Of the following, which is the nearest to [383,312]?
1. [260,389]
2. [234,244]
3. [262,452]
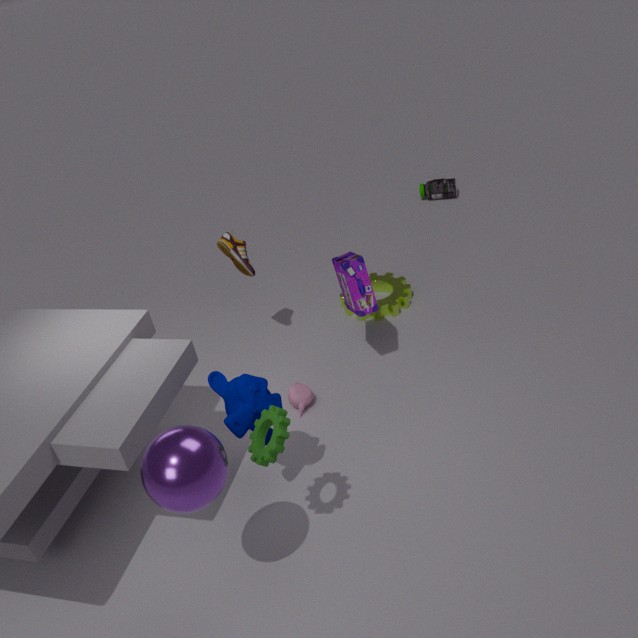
A: [234,244]
